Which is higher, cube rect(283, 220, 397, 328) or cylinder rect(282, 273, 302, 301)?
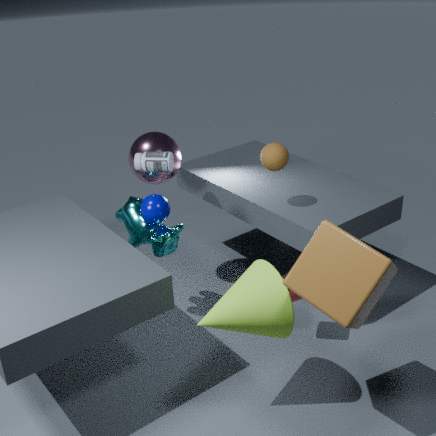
cube rect(283, 220, 397, 328)
